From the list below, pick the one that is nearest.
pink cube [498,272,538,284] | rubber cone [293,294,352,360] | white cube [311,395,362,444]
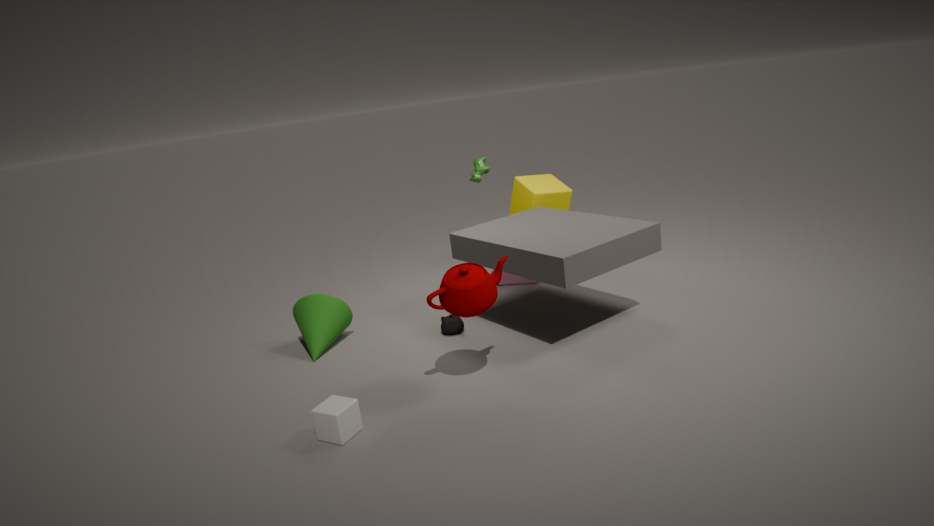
white cube [311,395,362,444]
